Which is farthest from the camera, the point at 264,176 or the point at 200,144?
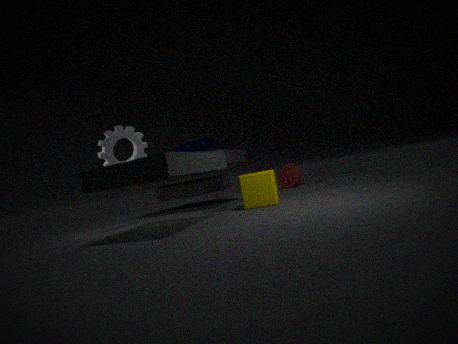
the point at 200,144
